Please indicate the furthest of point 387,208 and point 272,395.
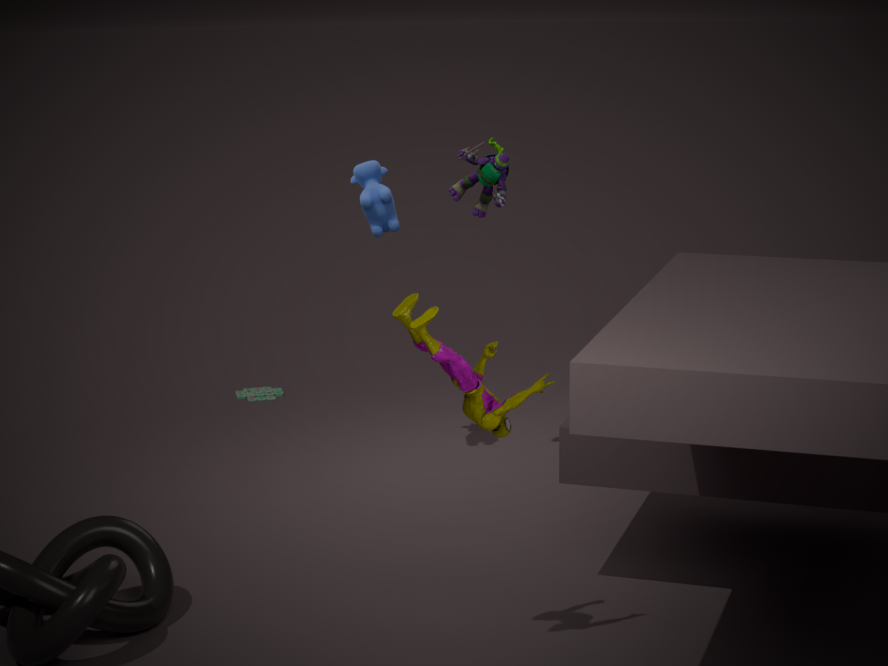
point 272,395
